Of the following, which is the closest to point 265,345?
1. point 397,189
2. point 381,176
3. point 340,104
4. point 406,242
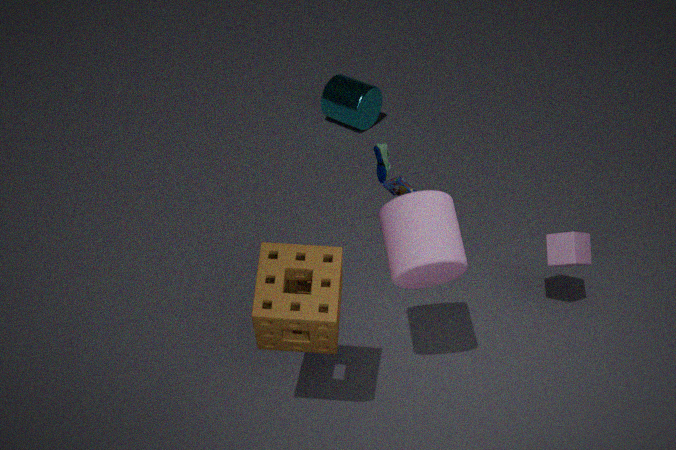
point 406,242
